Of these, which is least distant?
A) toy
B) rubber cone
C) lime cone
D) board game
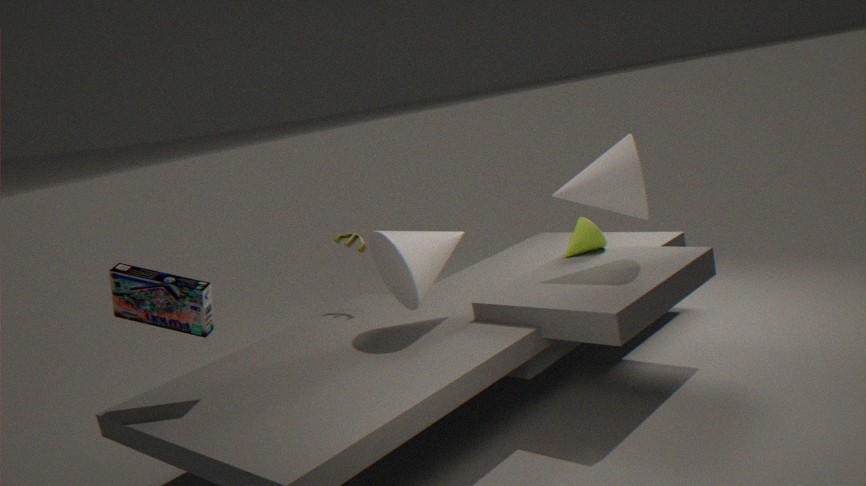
board game
